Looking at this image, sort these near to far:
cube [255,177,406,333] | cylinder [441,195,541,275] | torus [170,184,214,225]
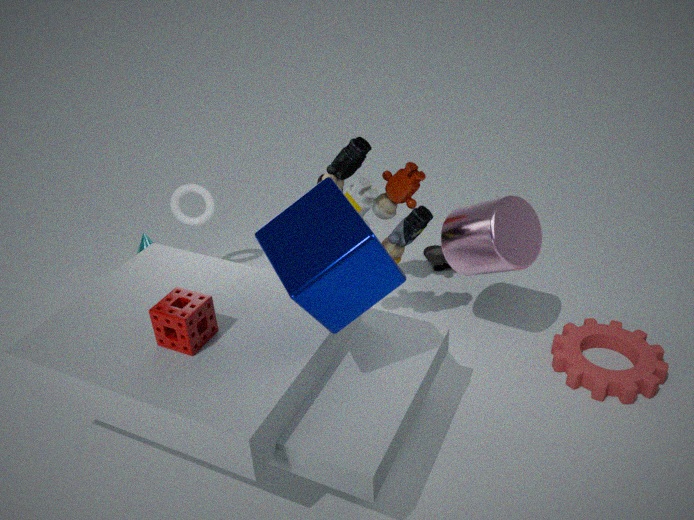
cube [255,177,406,333], cylinder [441,195,541,275], torus [170,184,214,225]
